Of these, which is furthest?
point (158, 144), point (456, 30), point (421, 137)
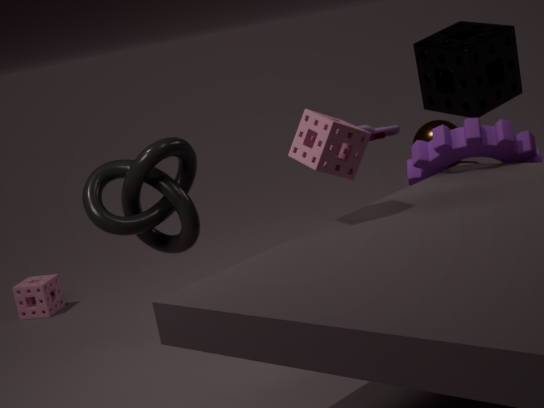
point (421, 137)
